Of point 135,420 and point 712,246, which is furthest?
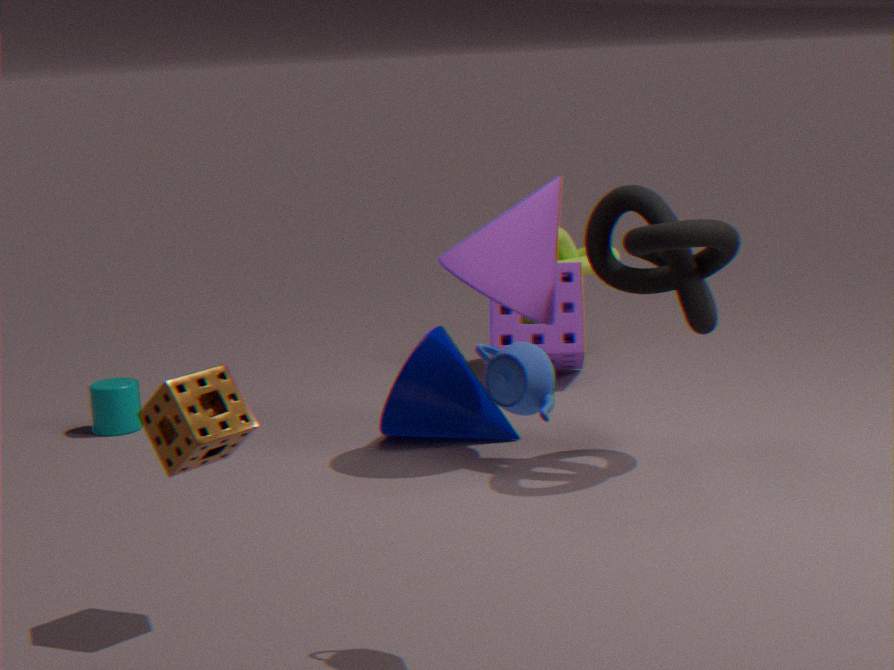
point 135,420
